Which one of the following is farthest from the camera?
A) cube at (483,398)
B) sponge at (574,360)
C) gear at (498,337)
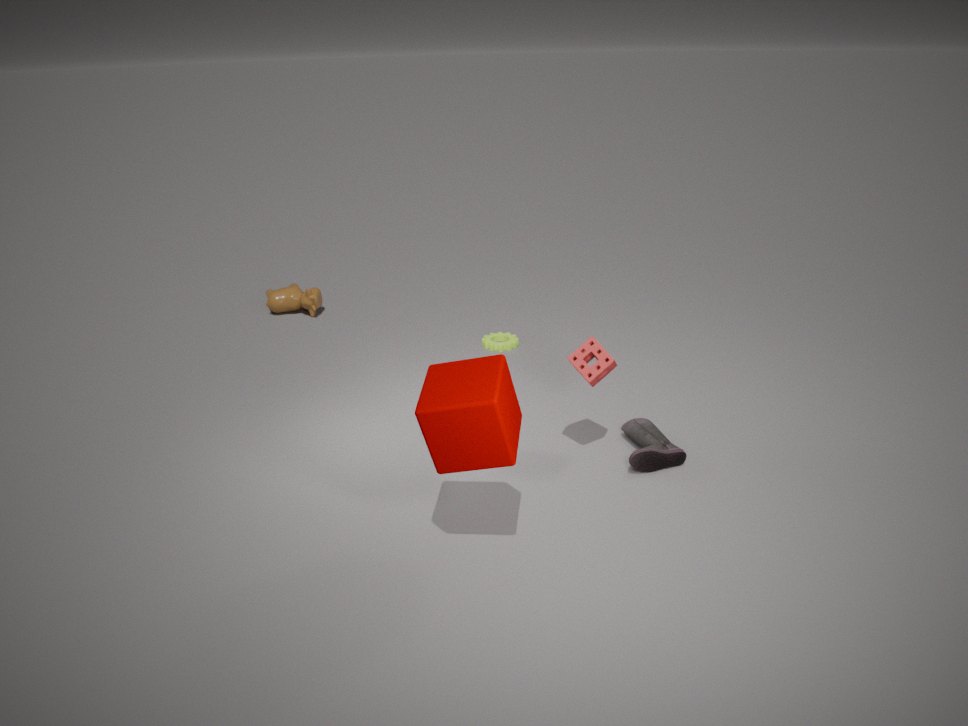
gear at (498,337)
